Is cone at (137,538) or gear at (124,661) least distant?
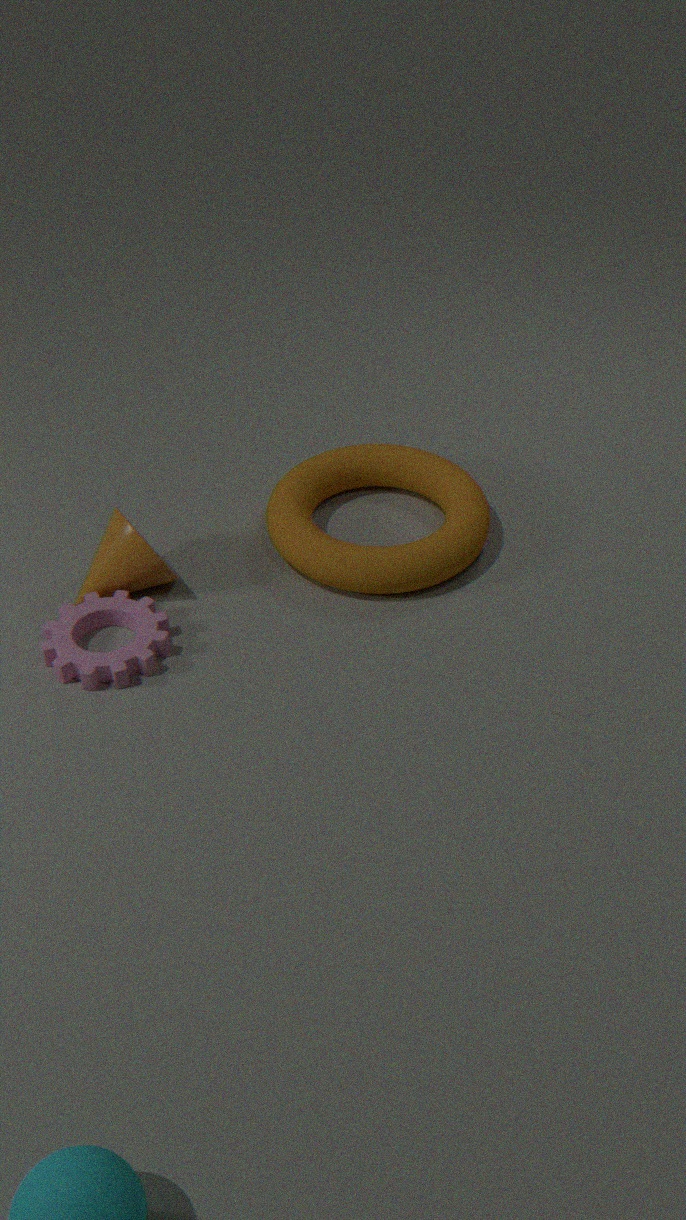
gear at (124,661)
